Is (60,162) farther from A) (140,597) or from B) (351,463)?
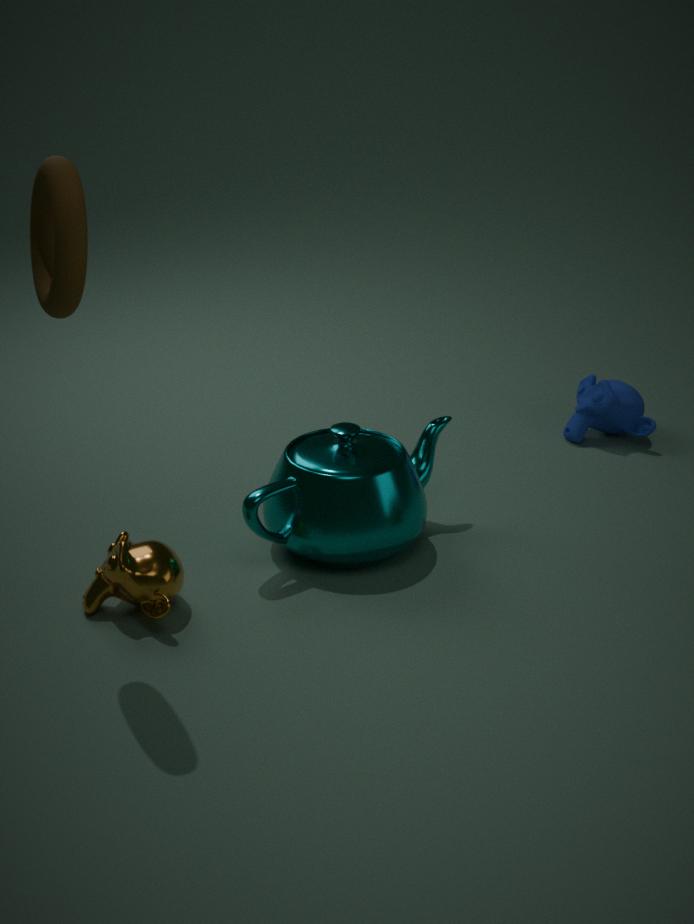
B) (351,463)
